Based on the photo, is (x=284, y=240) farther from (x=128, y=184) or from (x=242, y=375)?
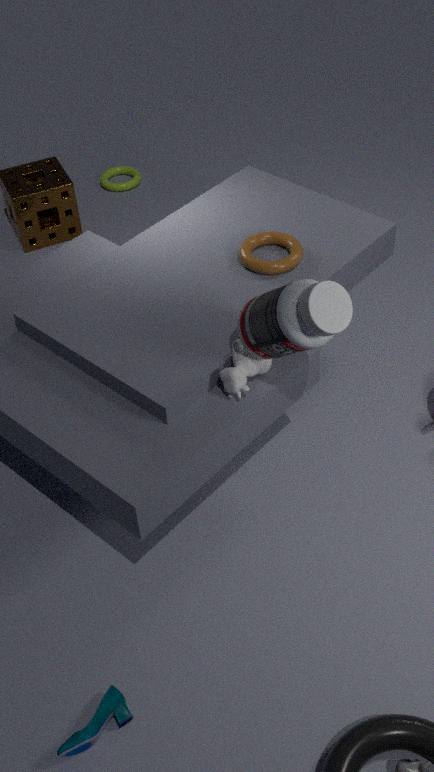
(x=128, y=184)
